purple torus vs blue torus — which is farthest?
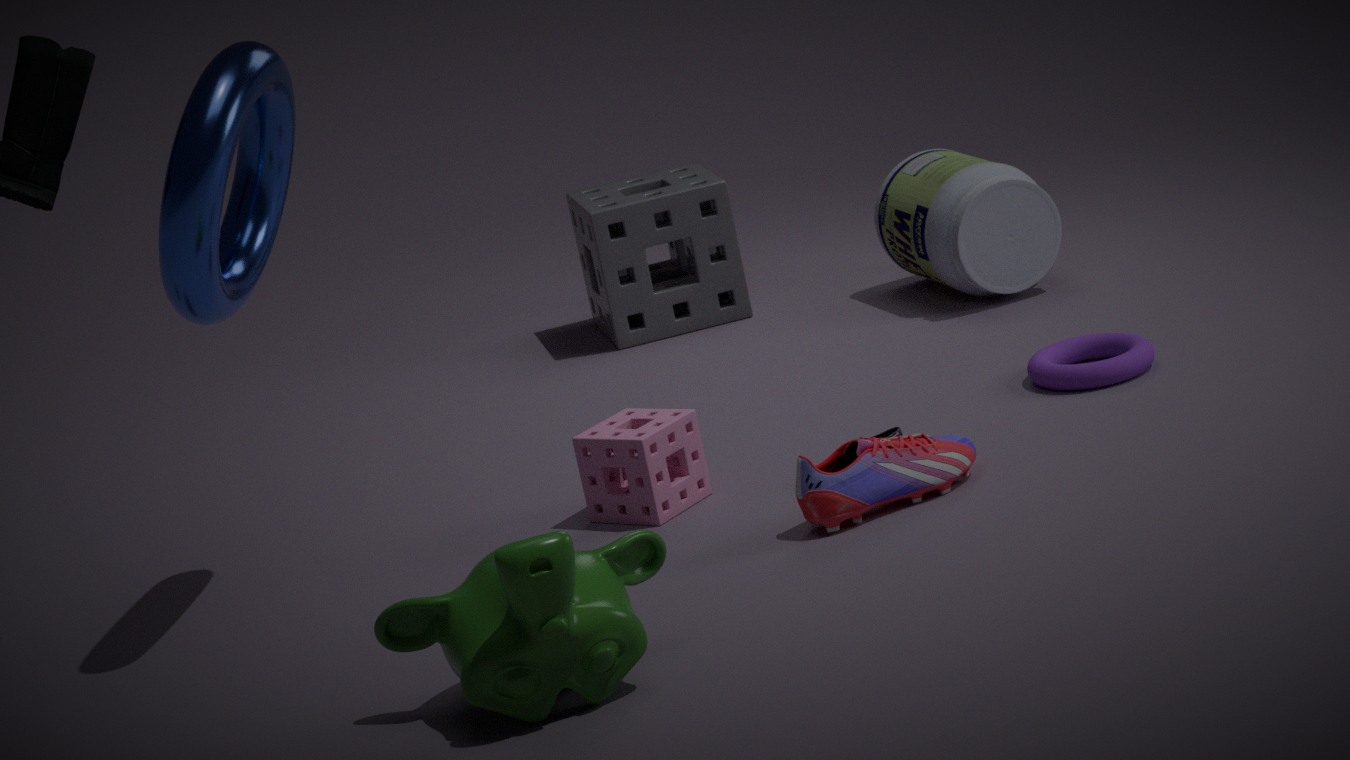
purple torus
